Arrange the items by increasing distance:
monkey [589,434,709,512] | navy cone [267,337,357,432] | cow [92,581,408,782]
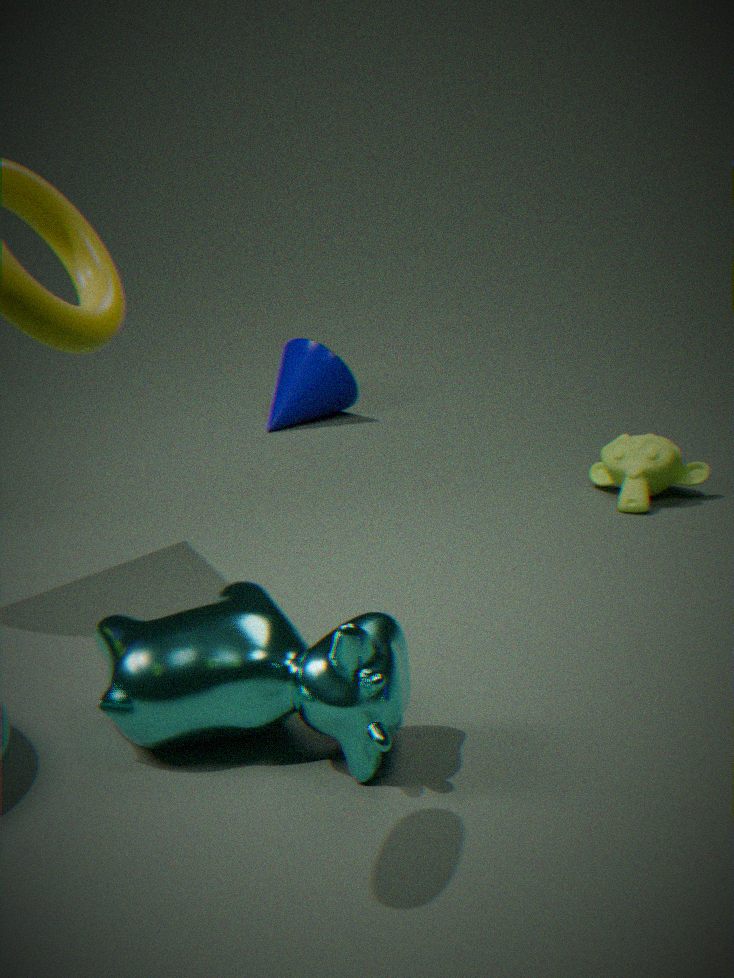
cow [92,581,408,782], monkey [589,434,709,512], navy cone [267,337,357,432]
